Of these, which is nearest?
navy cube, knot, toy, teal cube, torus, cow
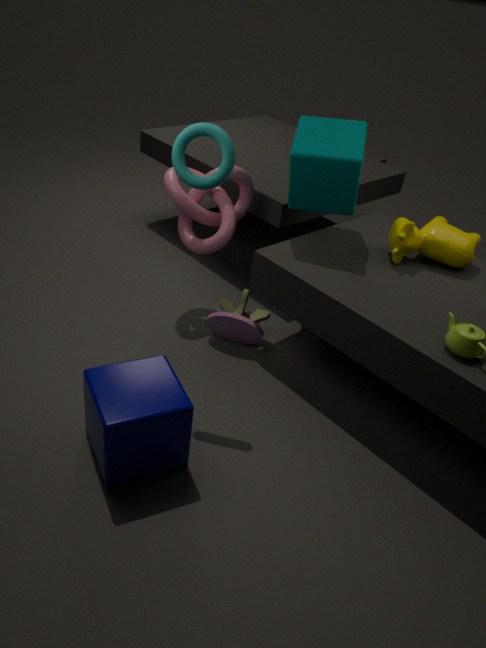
navy cube
